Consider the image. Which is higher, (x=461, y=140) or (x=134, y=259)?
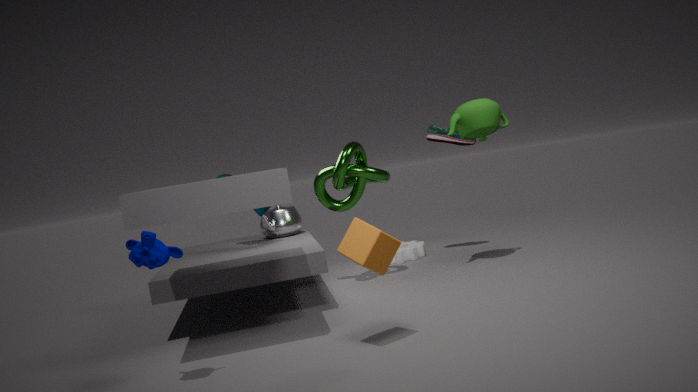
(x=461, y=140)
